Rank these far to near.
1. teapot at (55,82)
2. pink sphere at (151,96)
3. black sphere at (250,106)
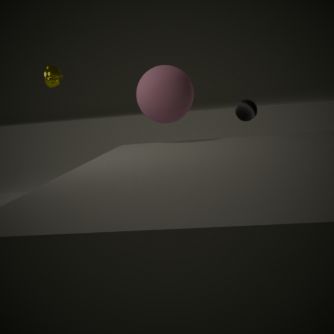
1. black sphere at (250,106)
2. teapot at (55,82)
3. pink sphere at (151,96)
